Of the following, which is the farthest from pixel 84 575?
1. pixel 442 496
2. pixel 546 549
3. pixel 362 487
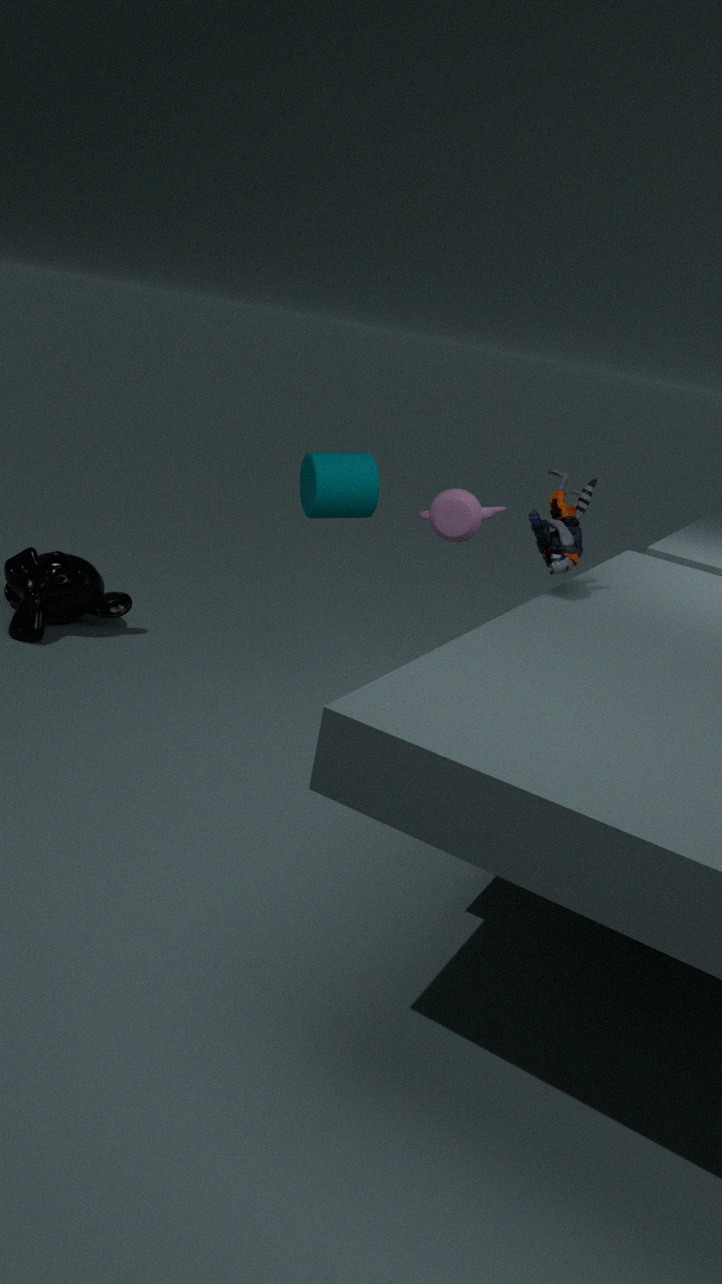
pixel 546 549
